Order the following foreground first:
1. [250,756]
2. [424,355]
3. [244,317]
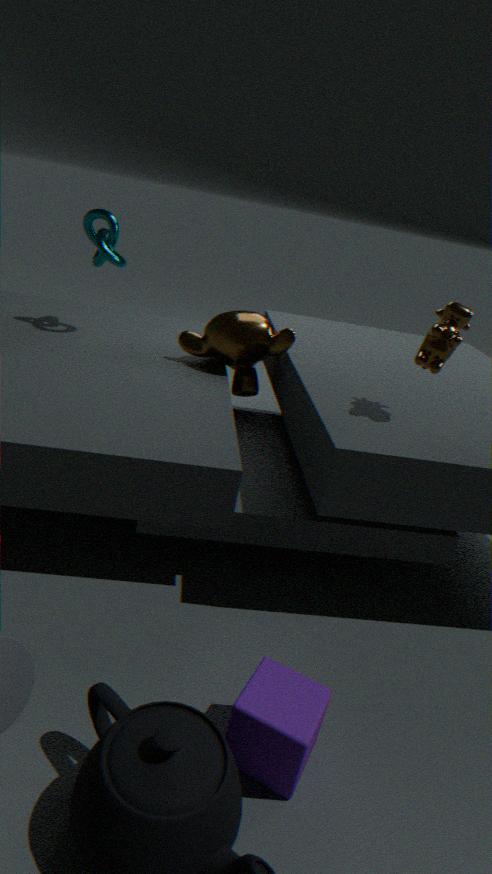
1. [250,756]
2. [424,355]
3. [244,317]
